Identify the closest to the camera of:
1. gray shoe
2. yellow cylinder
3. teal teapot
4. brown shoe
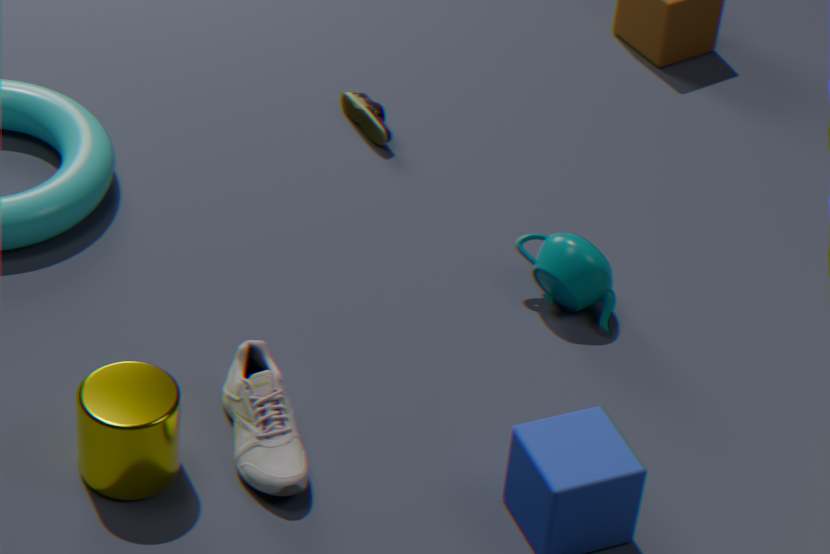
yellow cylinder
